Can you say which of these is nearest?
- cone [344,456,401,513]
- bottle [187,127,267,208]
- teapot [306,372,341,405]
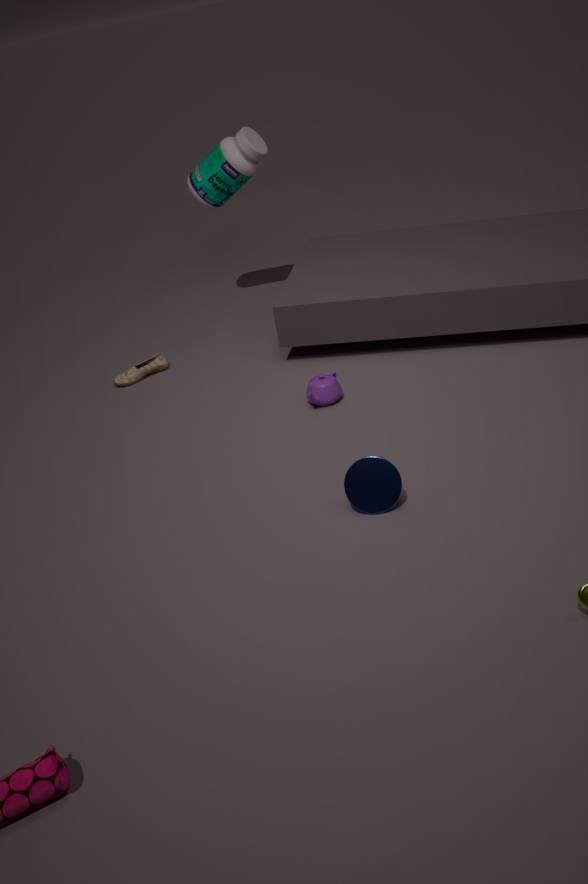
cone [344,456,401,513]
